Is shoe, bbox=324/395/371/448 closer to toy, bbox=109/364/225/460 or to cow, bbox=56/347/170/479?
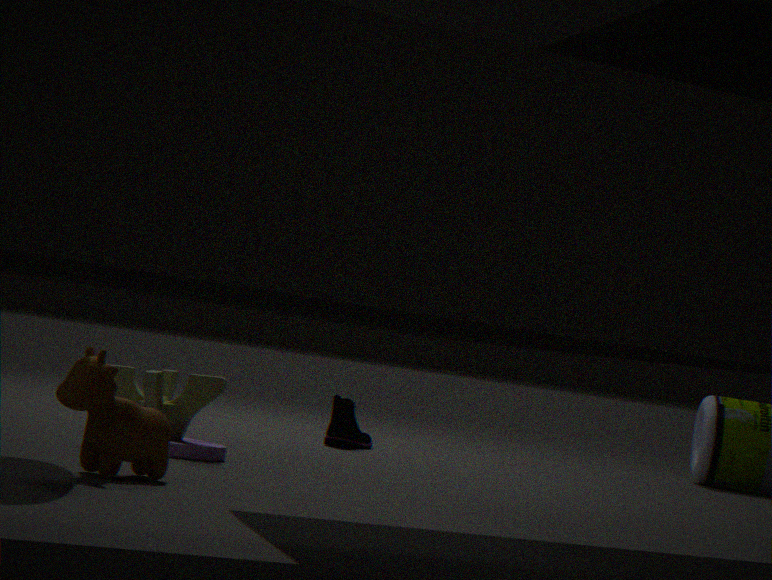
toy, bbox=109/364/225/460
